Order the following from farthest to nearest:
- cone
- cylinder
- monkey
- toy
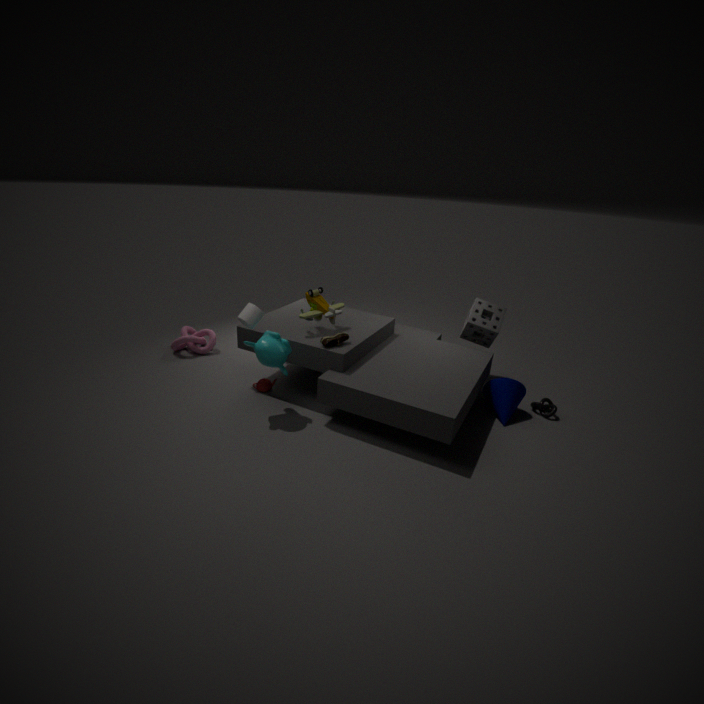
toy → cone → cylinder → monkey
